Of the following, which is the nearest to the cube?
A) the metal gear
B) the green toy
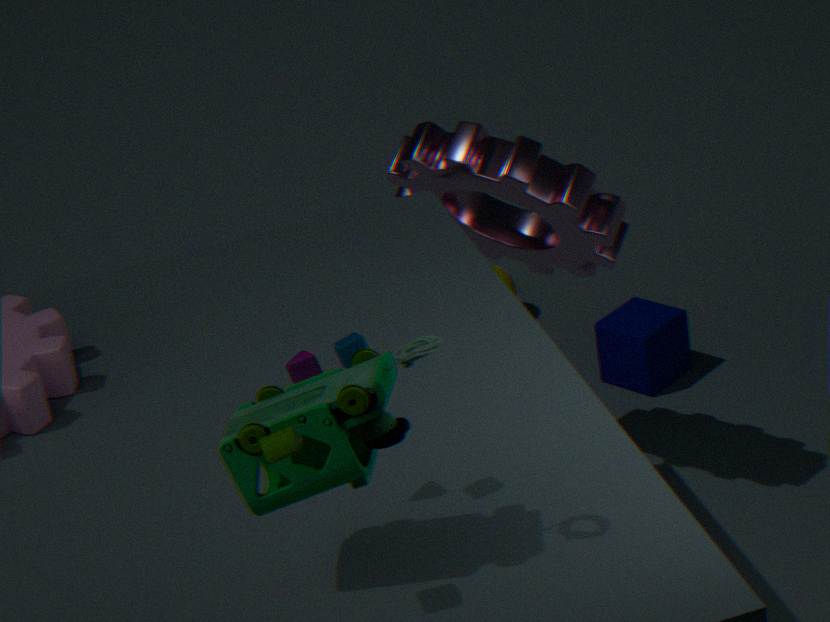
the metal gear
